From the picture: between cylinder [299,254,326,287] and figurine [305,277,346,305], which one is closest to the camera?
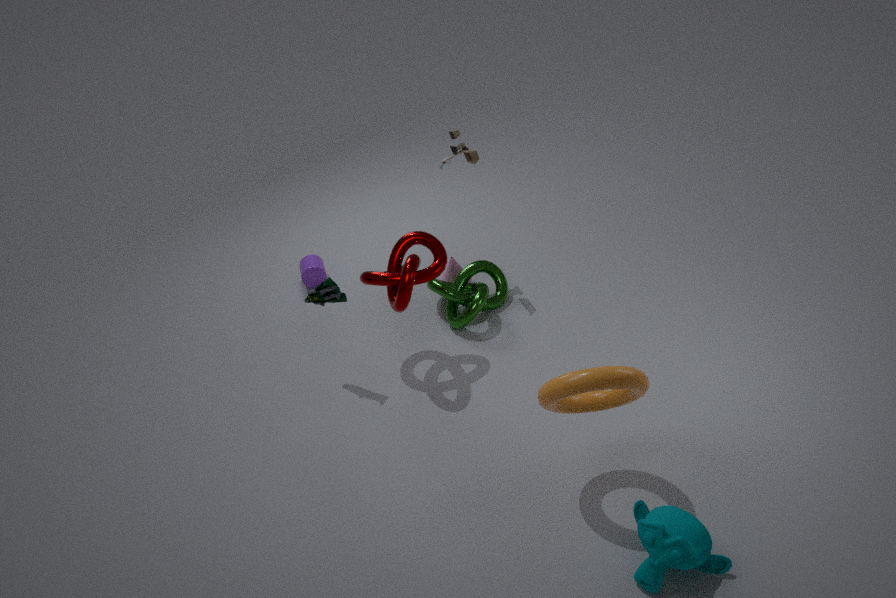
figurine [305,277,346,305]
